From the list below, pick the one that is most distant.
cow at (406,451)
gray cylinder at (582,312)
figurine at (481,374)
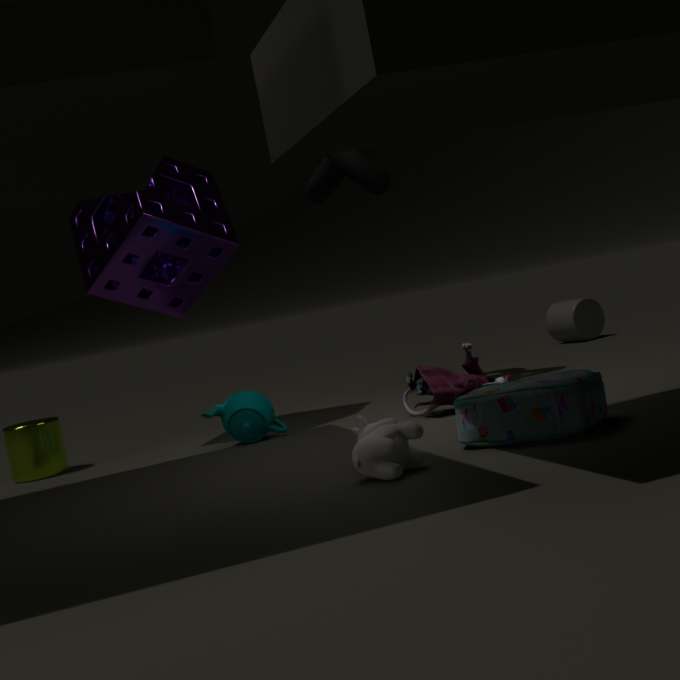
gray cylinder at (582,312)
